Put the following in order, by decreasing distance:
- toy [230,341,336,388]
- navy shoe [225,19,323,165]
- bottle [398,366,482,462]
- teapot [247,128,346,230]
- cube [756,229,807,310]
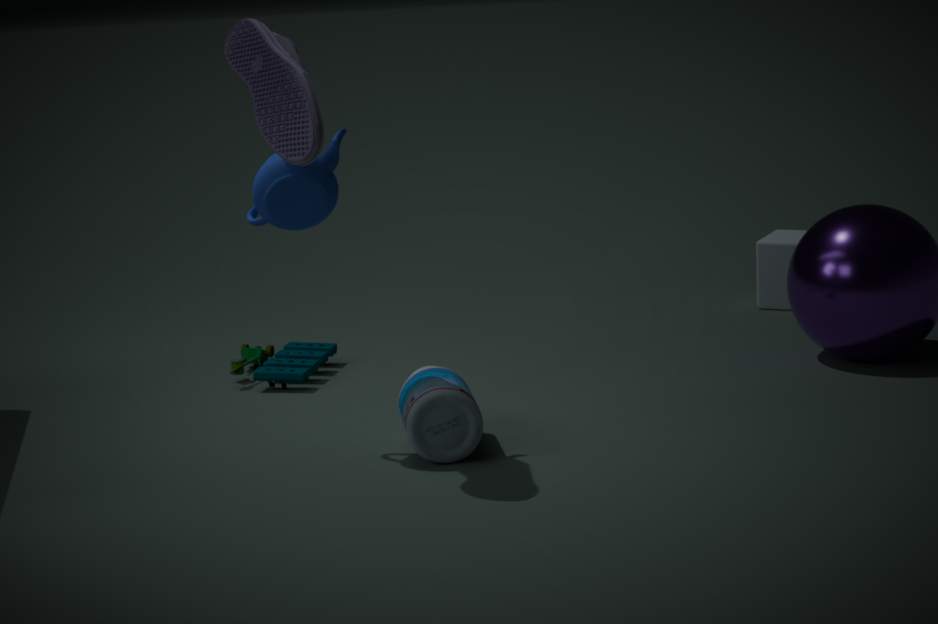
1. cube [756,229,807,310]
2. toy [230,341,336,388]
3. bottle [398,366,482,462]
4. teapot [247,128,346,230]
5. navy shoe [225,19,323,165]
